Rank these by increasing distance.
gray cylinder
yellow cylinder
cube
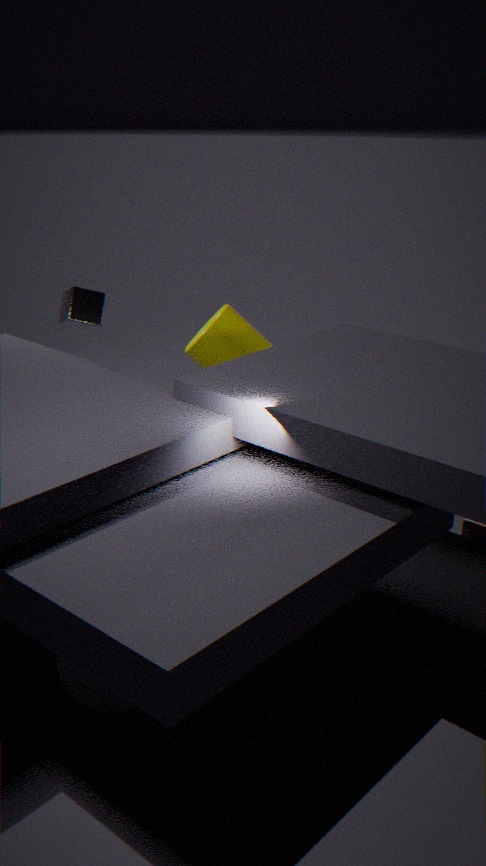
gray cylinder < cube < yellow cylinder
